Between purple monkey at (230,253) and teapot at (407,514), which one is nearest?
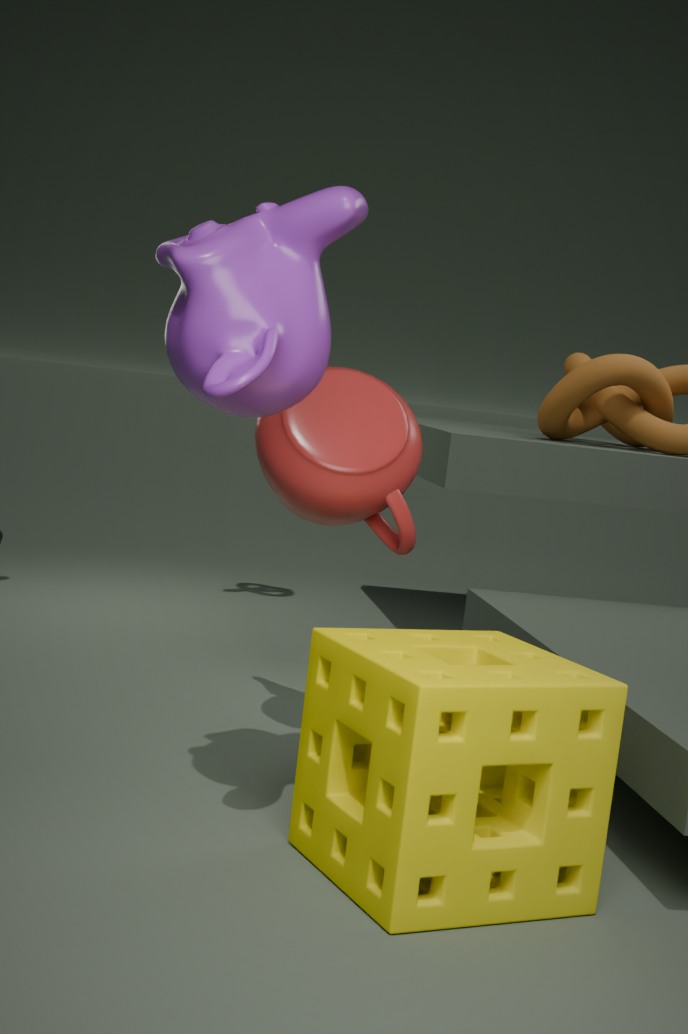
purple monkey at (230,253)
